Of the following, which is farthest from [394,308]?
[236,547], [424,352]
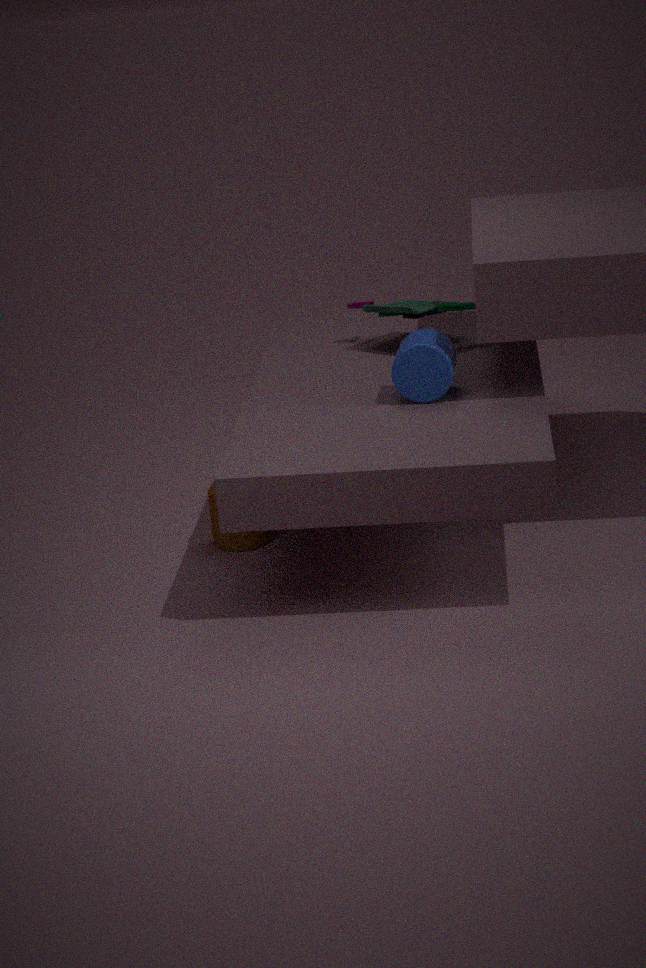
[236,547]
